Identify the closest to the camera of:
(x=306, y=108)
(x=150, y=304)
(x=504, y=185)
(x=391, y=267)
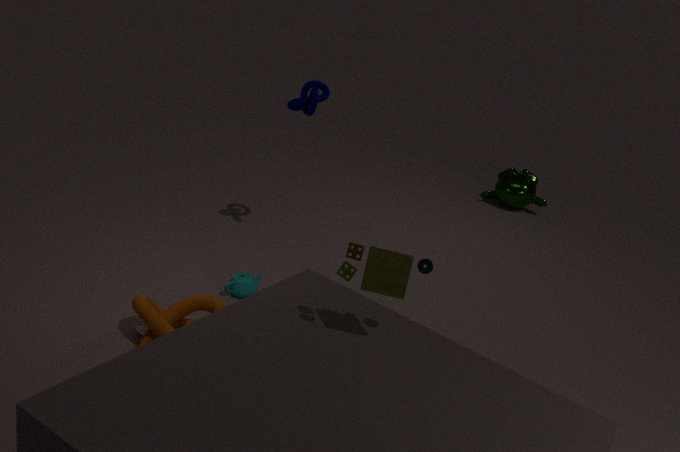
(x=391, y=267)
